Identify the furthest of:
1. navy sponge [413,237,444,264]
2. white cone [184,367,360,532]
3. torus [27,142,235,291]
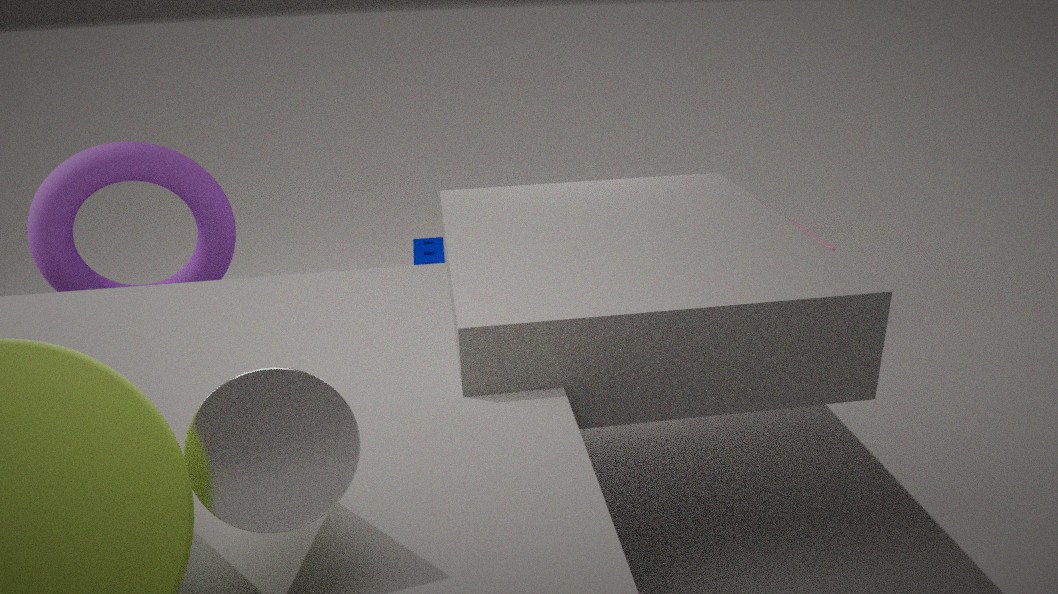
navy sponge [413,237,444,264]
